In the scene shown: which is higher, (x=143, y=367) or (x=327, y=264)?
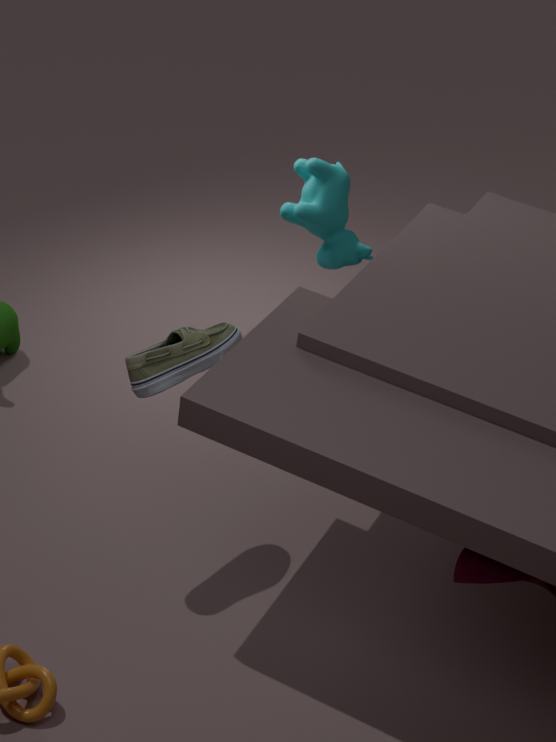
(x=143, y=367)
